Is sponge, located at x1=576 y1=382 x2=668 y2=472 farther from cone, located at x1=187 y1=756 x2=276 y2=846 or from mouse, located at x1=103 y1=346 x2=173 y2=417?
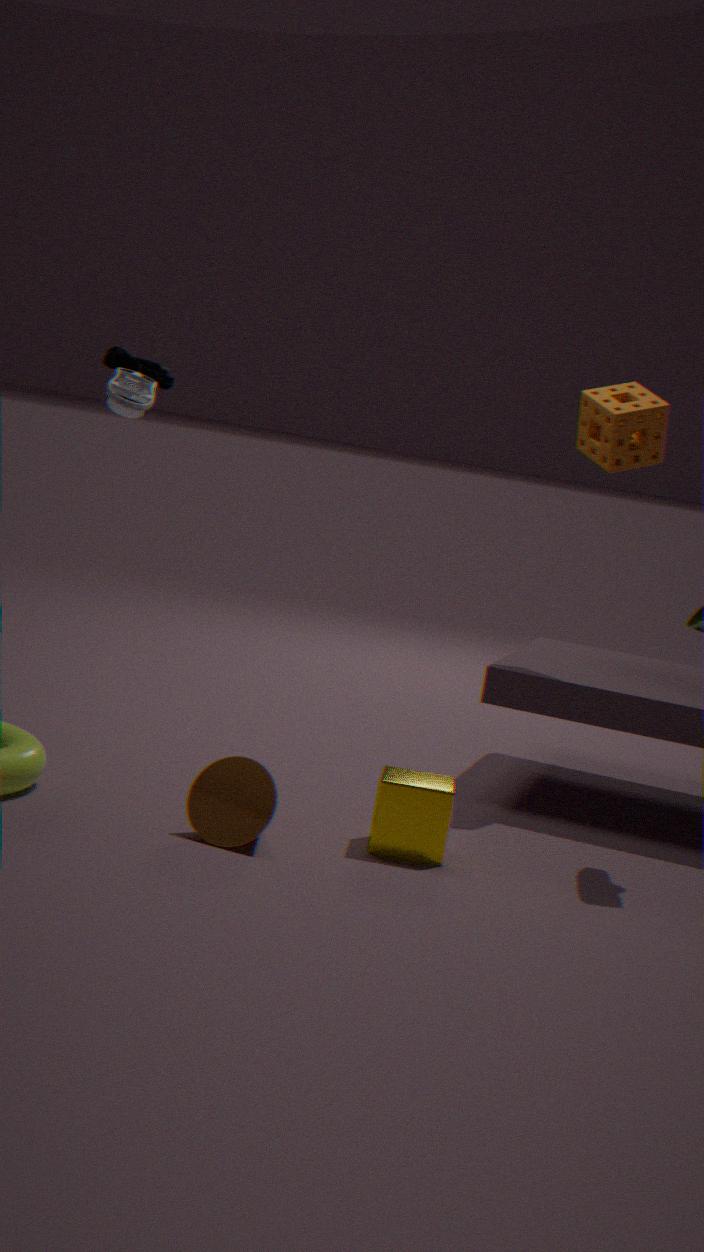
cone, located at x1=187 y1=756 x2=276 y2=846
